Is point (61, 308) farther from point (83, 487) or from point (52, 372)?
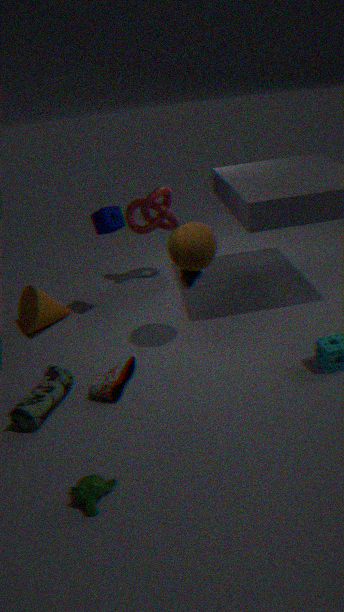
point (83, 487)
